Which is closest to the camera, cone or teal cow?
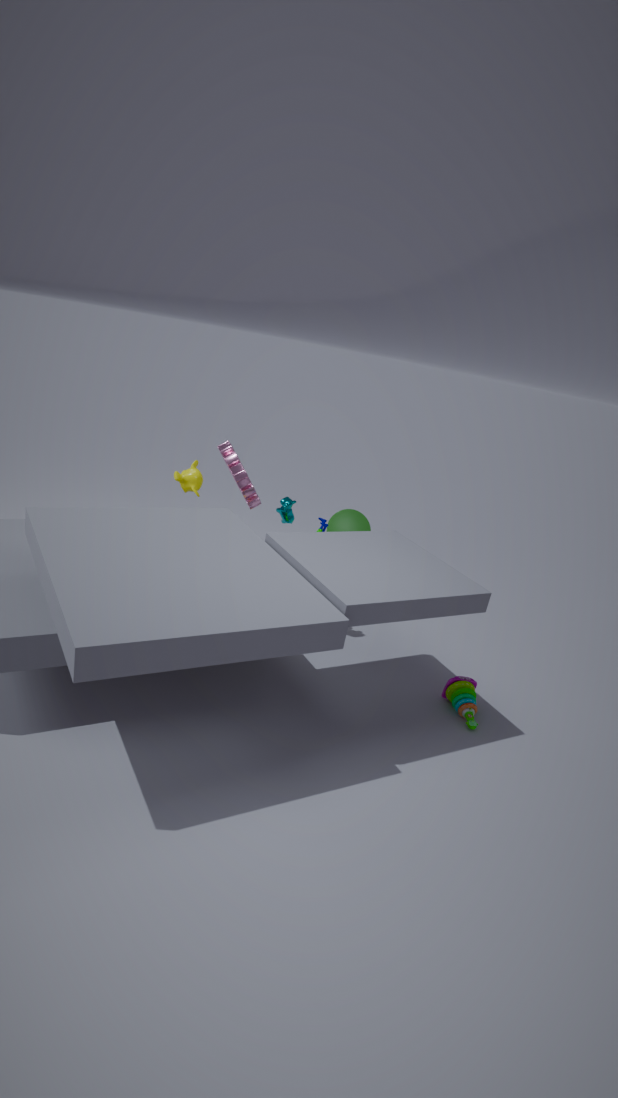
teal cow
